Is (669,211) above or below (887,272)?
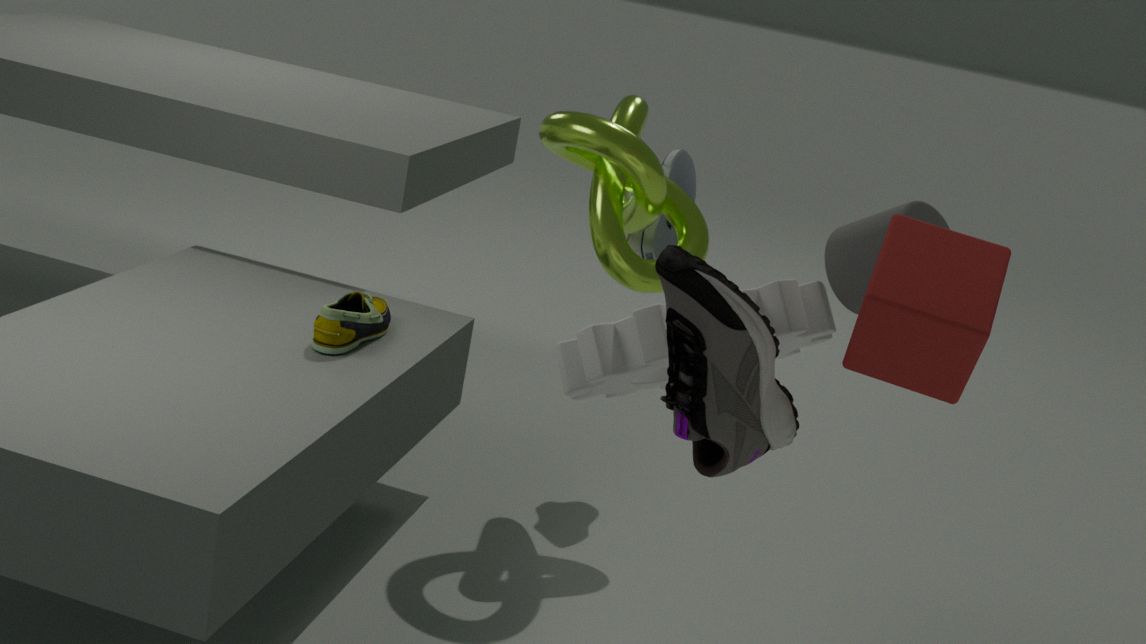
below
